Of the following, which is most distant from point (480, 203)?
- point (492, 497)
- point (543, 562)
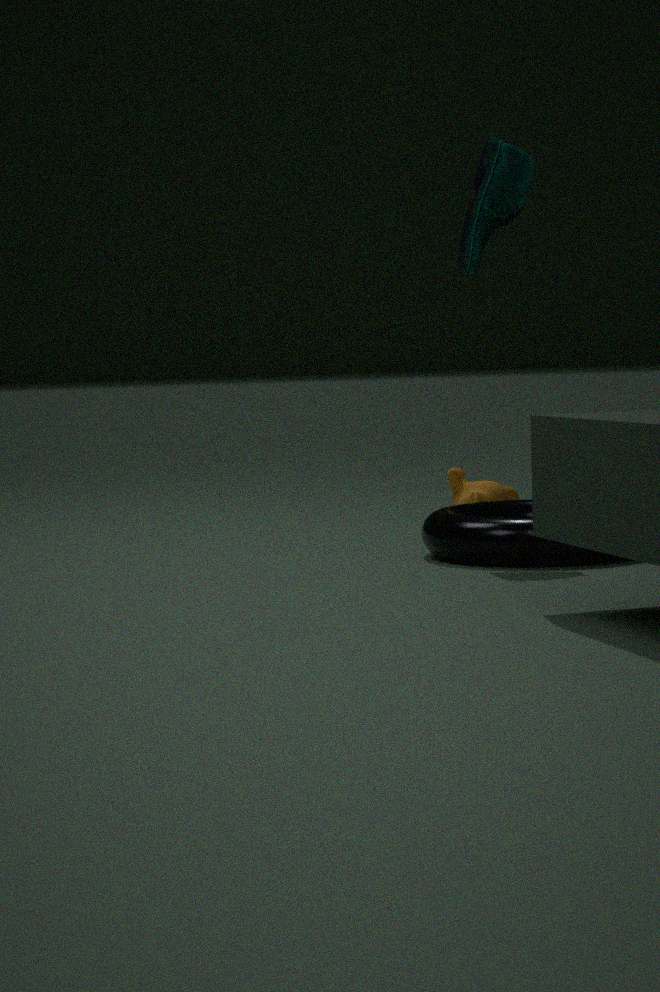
point (492, 497)
